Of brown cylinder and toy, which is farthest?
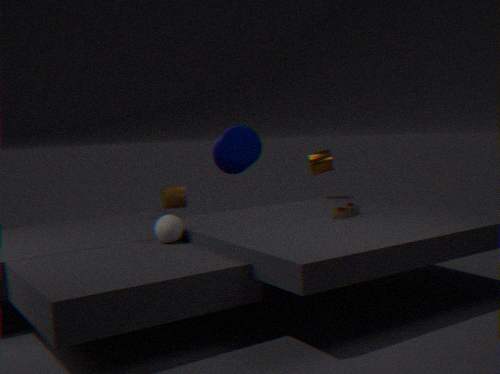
brown cylinder
